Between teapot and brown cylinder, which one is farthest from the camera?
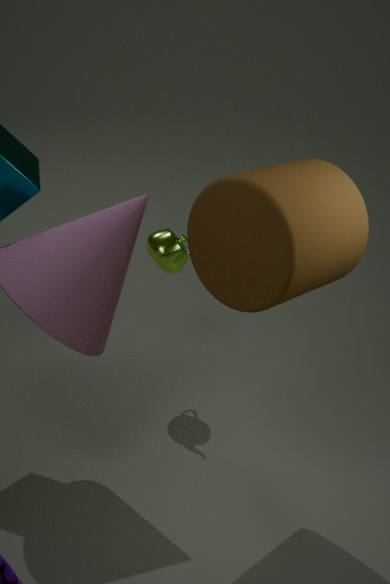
teapot
